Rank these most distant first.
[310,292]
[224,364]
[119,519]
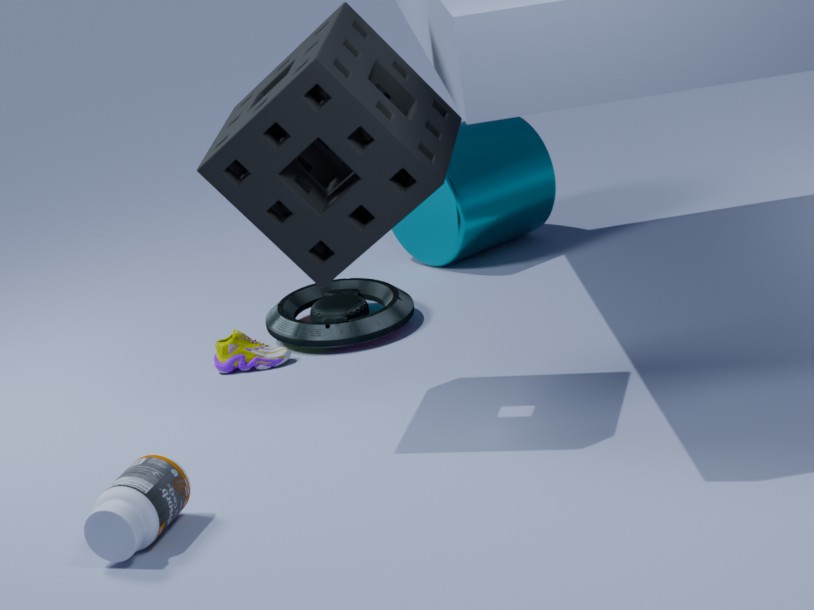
[310,292], [224,364], [119,519]
